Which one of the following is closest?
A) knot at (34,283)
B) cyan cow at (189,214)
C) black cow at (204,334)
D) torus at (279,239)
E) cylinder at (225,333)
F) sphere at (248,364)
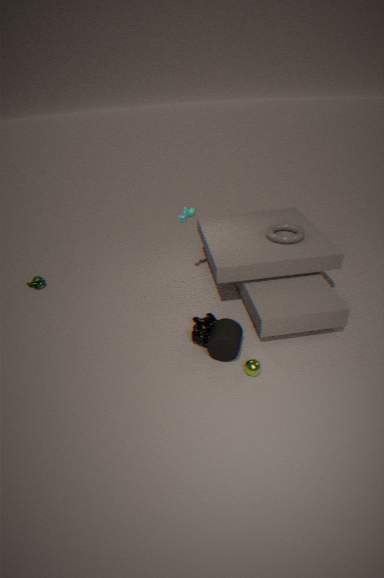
sphere at (248,364)
